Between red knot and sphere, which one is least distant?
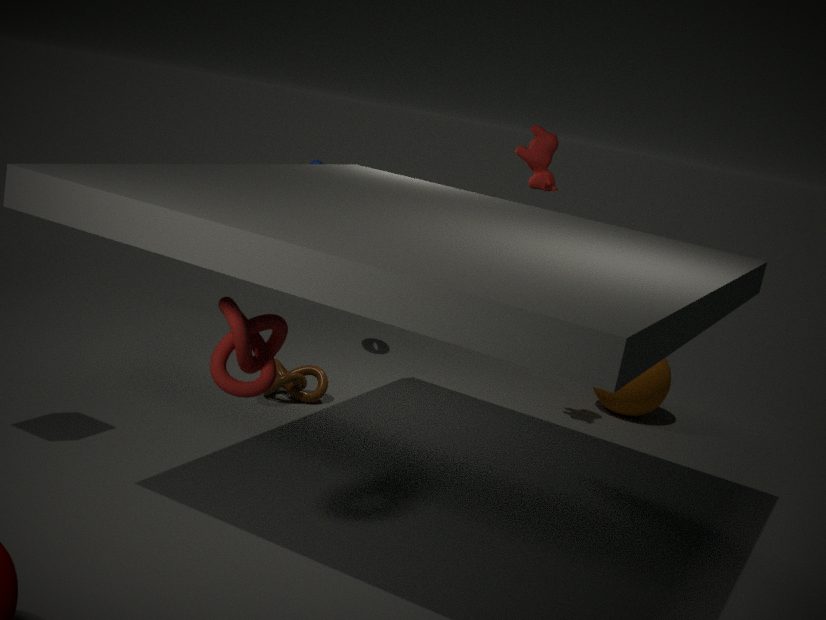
red knot
